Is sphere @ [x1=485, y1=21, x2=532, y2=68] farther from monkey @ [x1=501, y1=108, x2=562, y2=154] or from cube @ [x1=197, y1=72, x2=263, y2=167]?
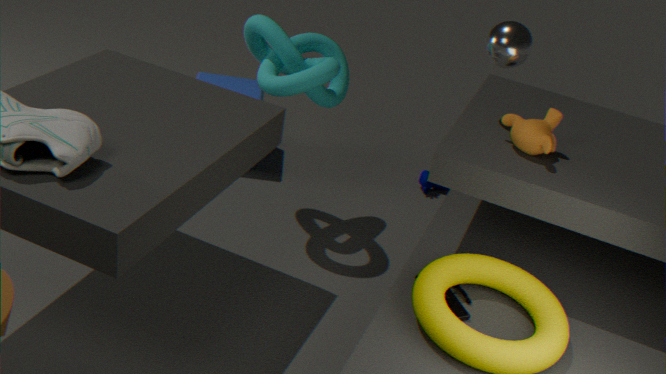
cube @ [x1=197, y1=72, x2=263, y2=167]
